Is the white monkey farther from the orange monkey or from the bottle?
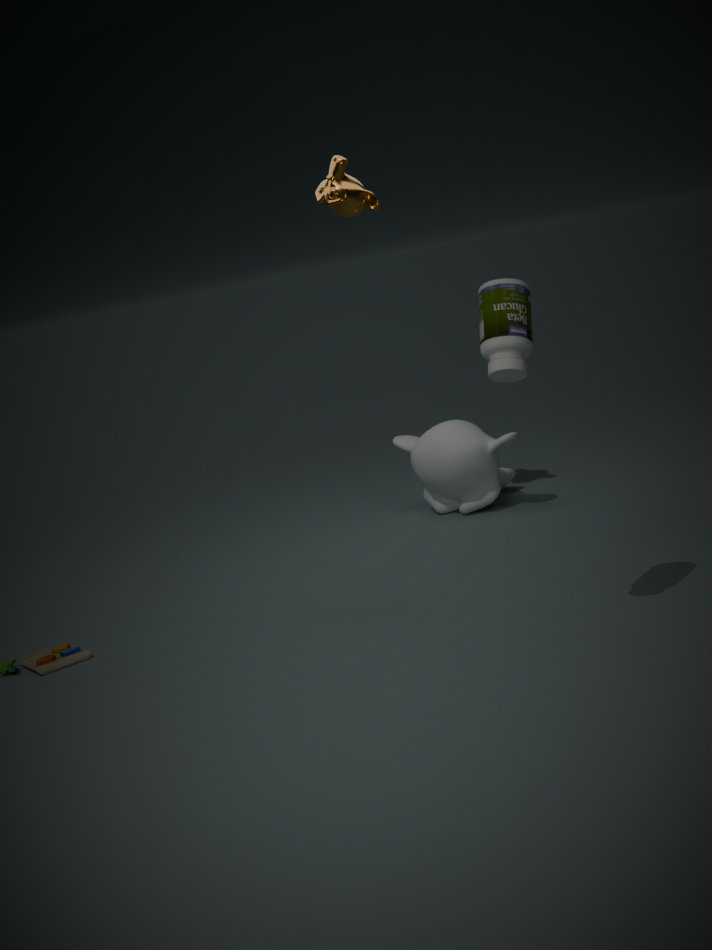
the bottle
